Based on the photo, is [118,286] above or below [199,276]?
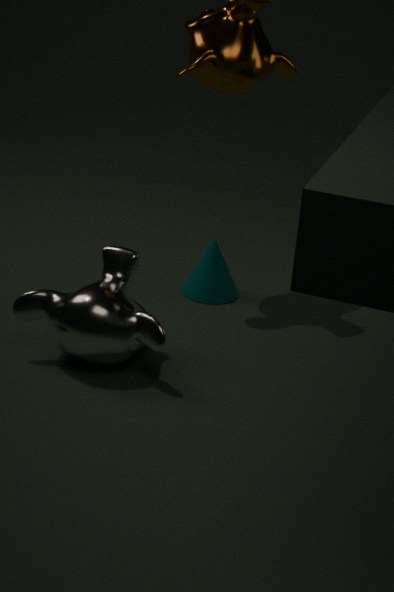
above
